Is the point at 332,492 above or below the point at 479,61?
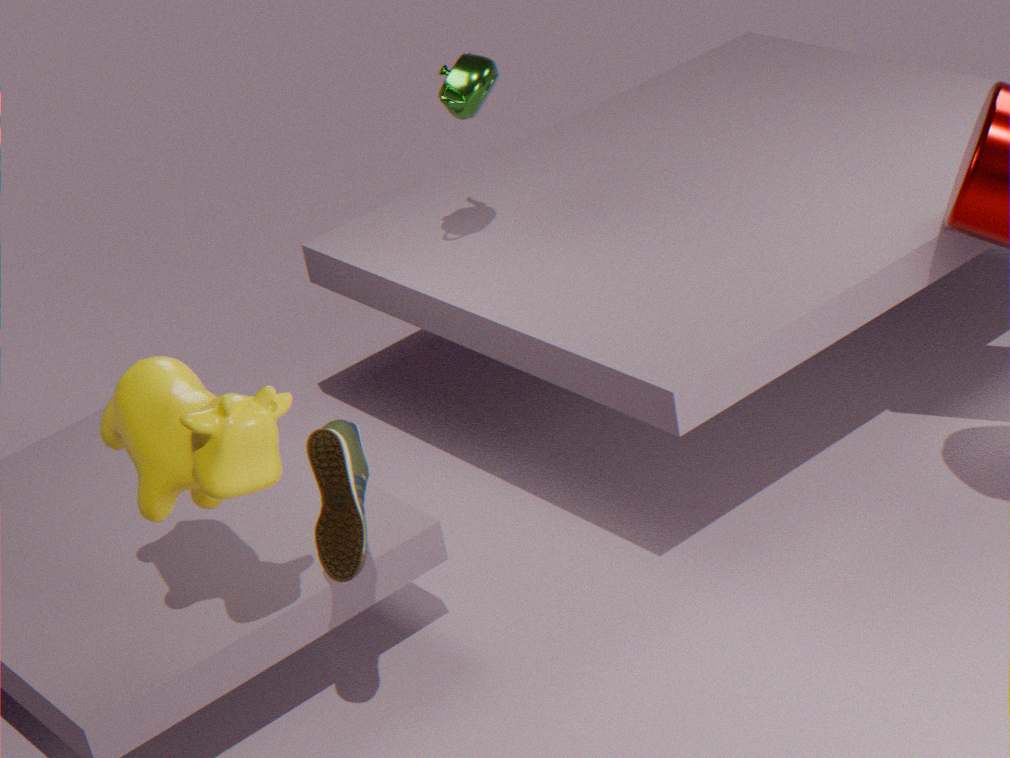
below
